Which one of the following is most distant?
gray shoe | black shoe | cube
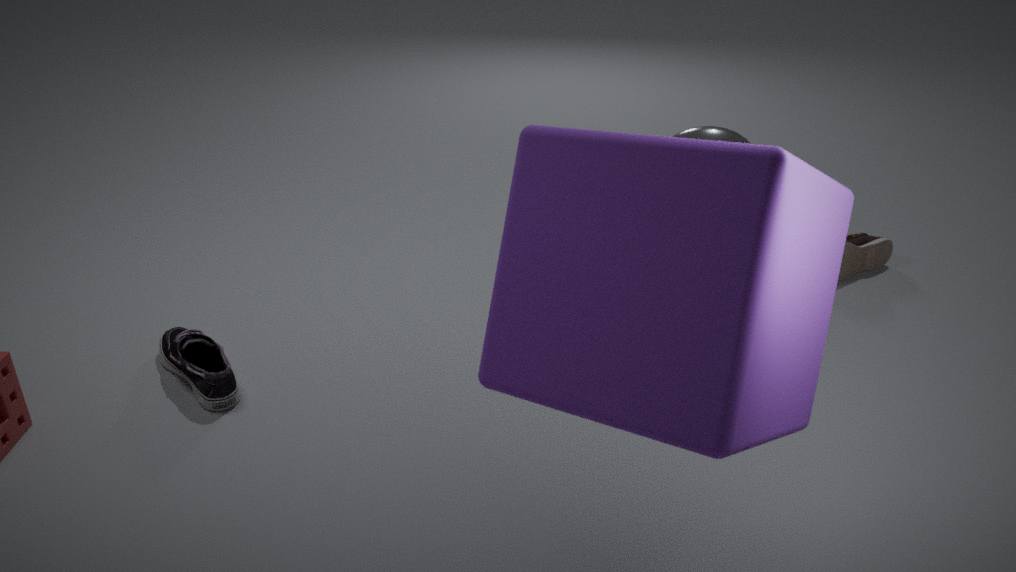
gray shoe
